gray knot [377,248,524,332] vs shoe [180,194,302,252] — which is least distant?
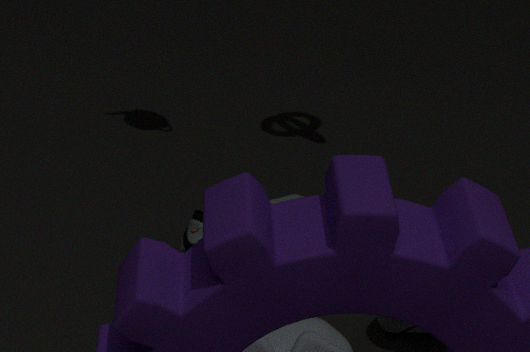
gray knot [377,248,524,332]
